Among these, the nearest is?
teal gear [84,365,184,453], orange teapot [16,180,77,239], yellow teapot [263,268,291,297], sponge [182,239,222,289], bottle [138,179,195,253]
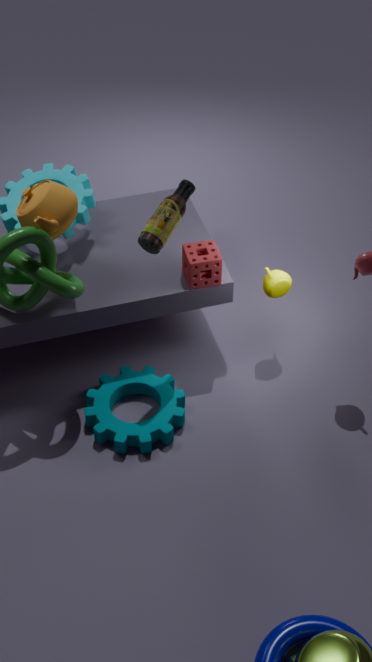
bottle [138,179,195,253]
